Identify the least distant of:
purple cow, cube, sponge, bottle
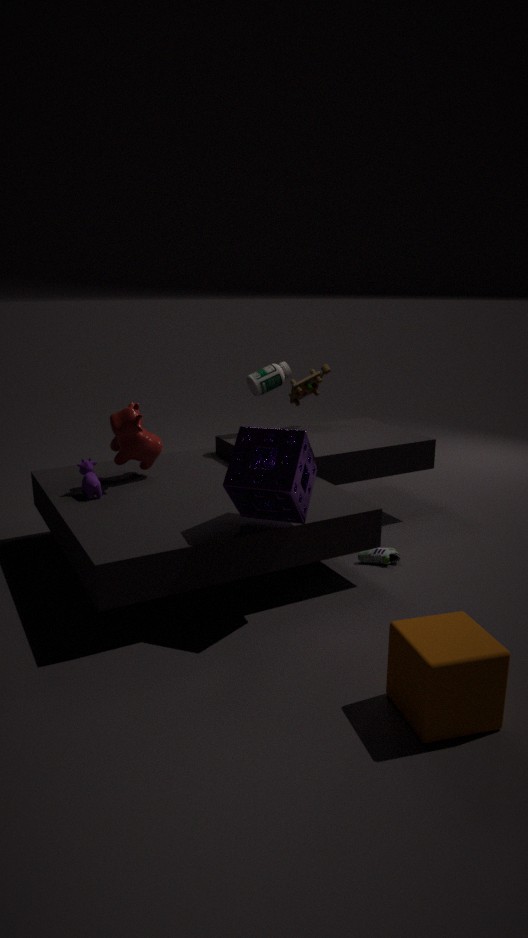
cube
